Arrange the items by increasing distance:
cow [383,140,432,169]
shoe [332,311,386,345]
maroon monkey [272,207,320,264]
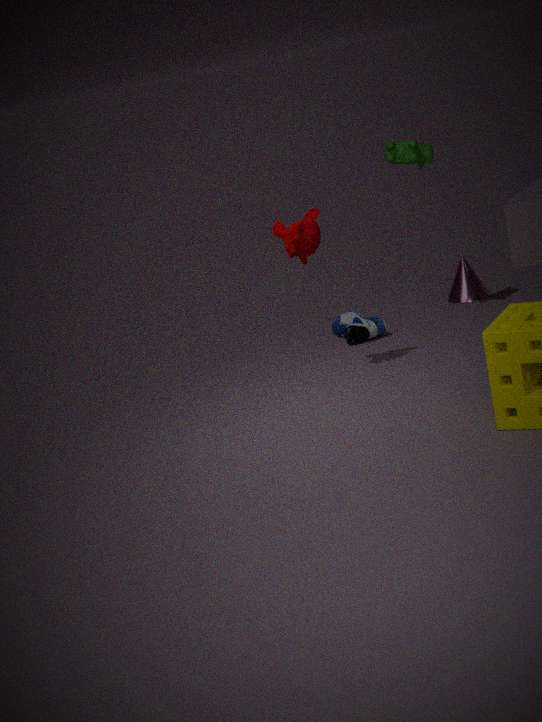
maroon monkey [272,207,320,264] → cow [383,140,432,169] → shoe [332,311,386,345]
